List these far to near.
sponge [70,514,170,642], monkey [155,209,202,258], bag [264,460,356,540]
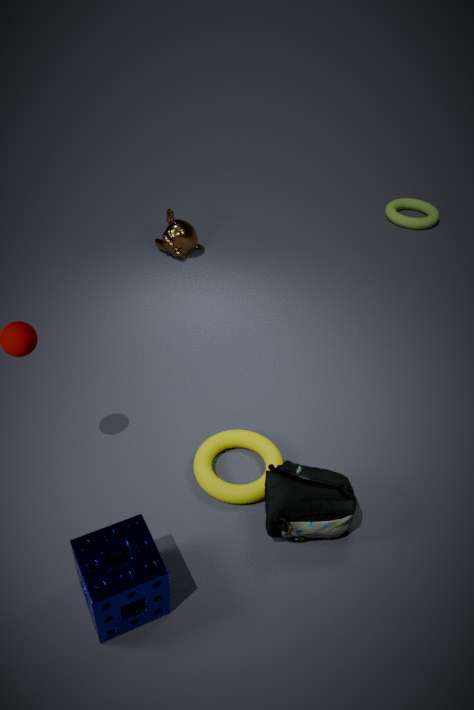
monkey [155,209,202,258]
bag [264,460,356,540]
sponge [70,514,170,642]
